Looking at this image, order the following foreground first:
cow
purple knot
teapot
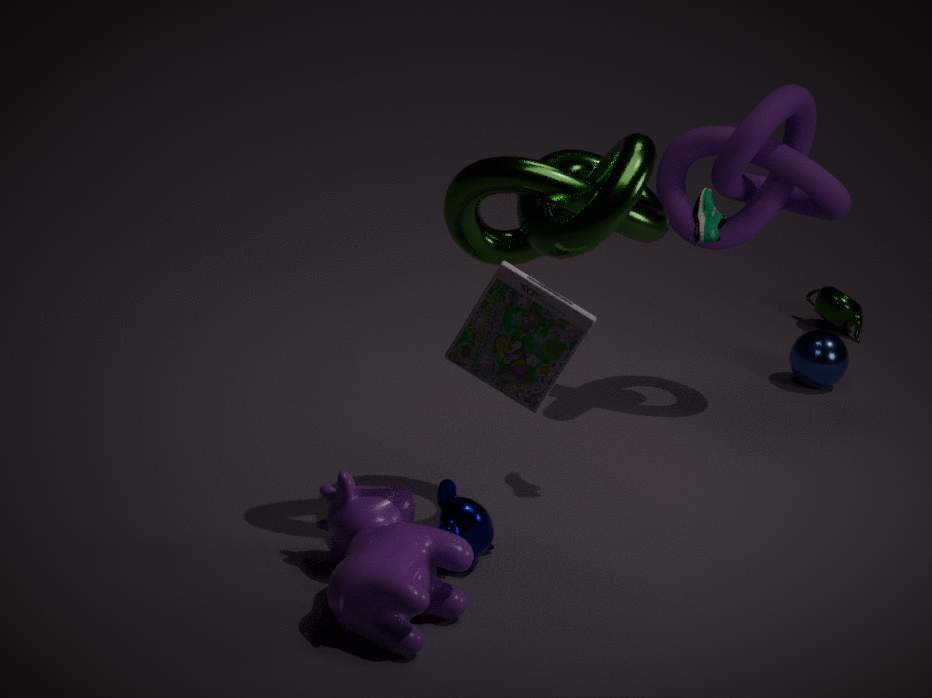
cow → purple knot → teapot
